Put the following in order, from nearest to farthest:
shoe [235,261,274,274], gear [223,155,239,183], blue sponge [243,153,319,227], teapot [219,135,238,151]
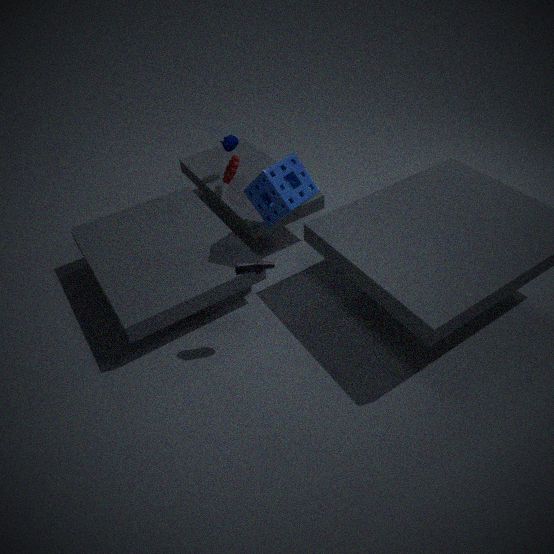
shoe [235,261,274,274], blue sponge [243,153,319,227], gear [223,155,239,183], teapot [219,135,238,151]
